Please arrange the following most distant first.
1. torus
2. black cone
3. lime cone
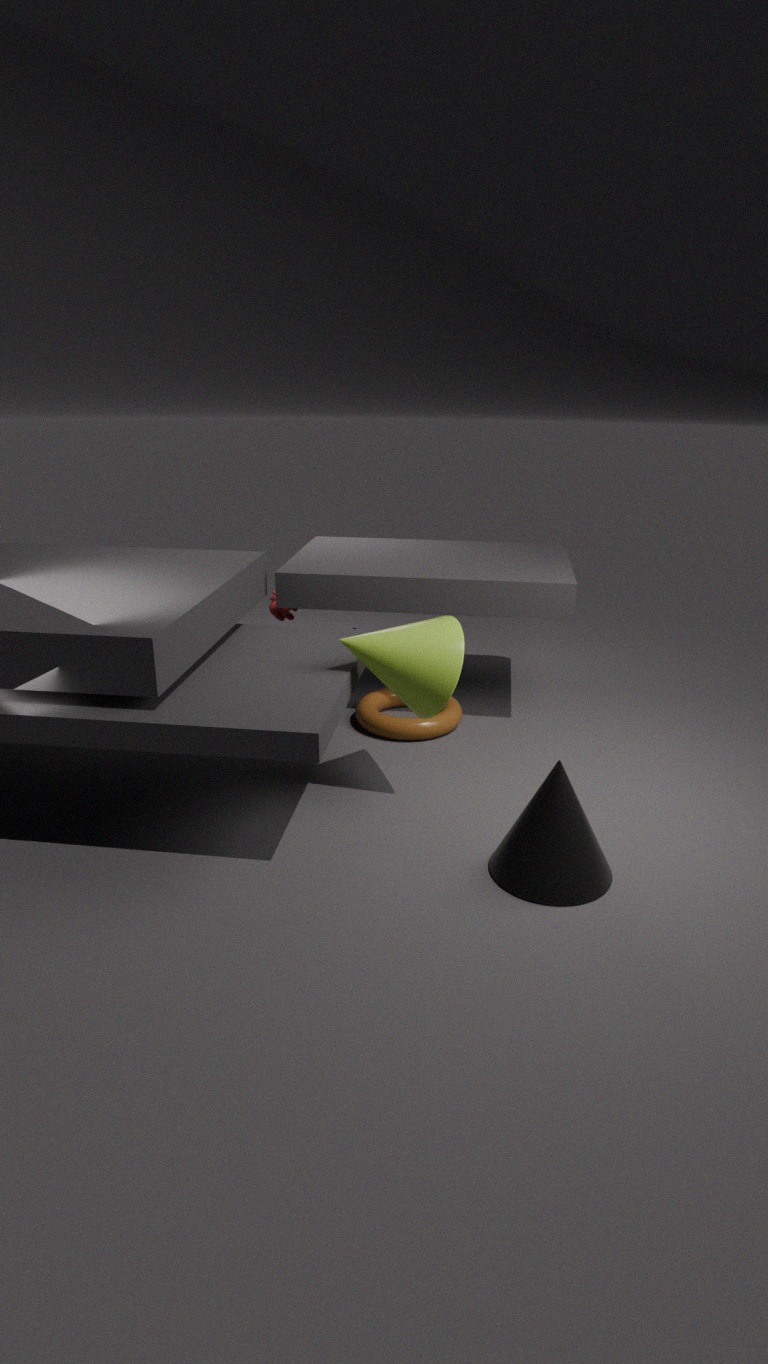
torus, lime cone, black cone
